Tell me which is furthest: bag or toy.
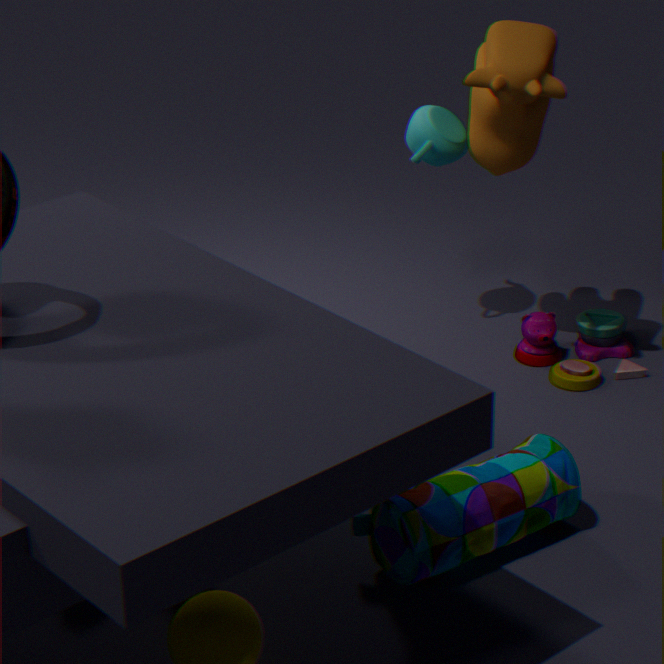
toy
